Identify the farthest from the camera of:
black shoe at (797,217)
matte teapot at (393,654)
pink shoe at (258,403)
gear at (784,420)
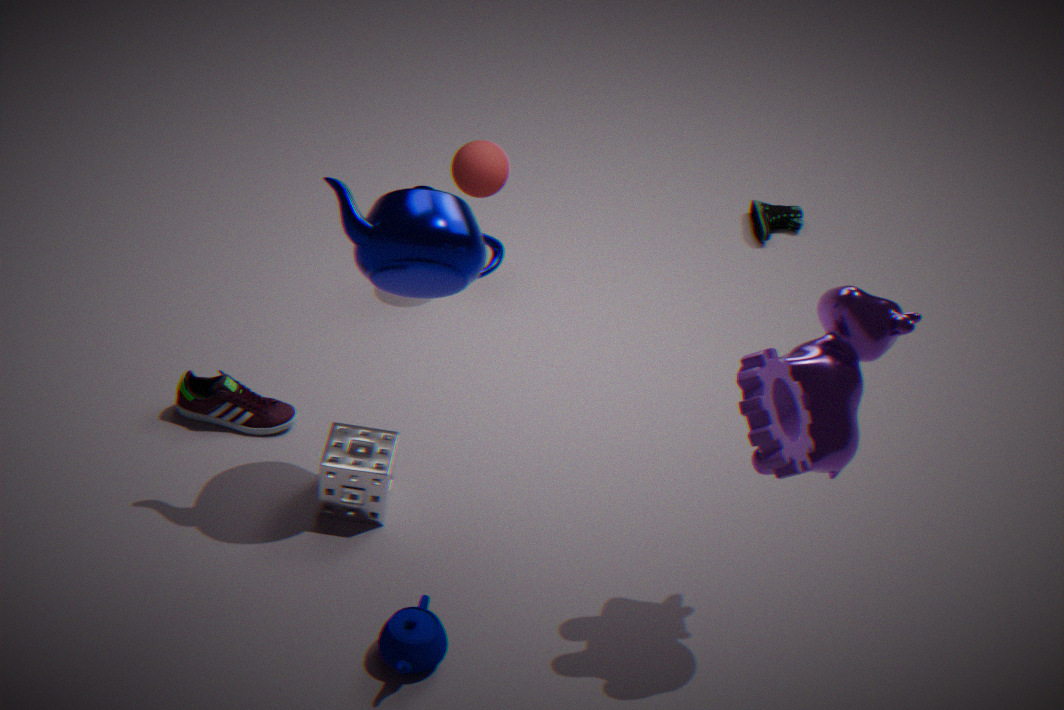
black shoe at (797,217)
